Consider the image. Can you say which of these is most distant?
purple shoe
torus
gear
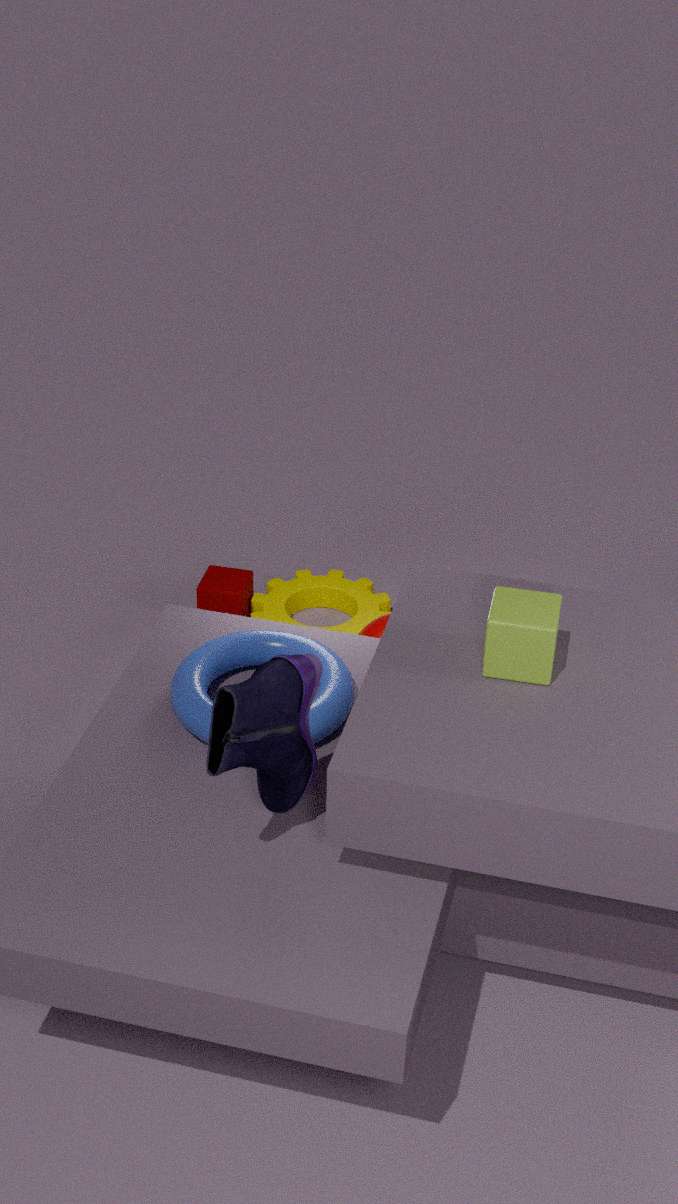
gear
